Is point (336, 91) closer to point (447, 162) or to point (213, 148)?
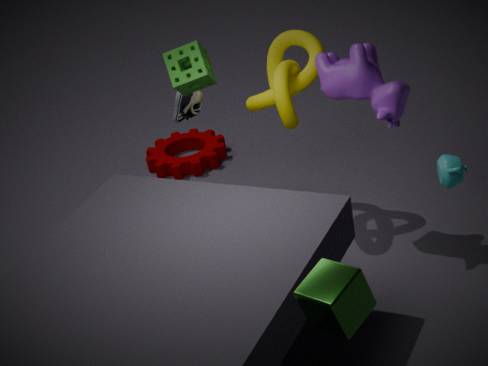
point (447, 162)
